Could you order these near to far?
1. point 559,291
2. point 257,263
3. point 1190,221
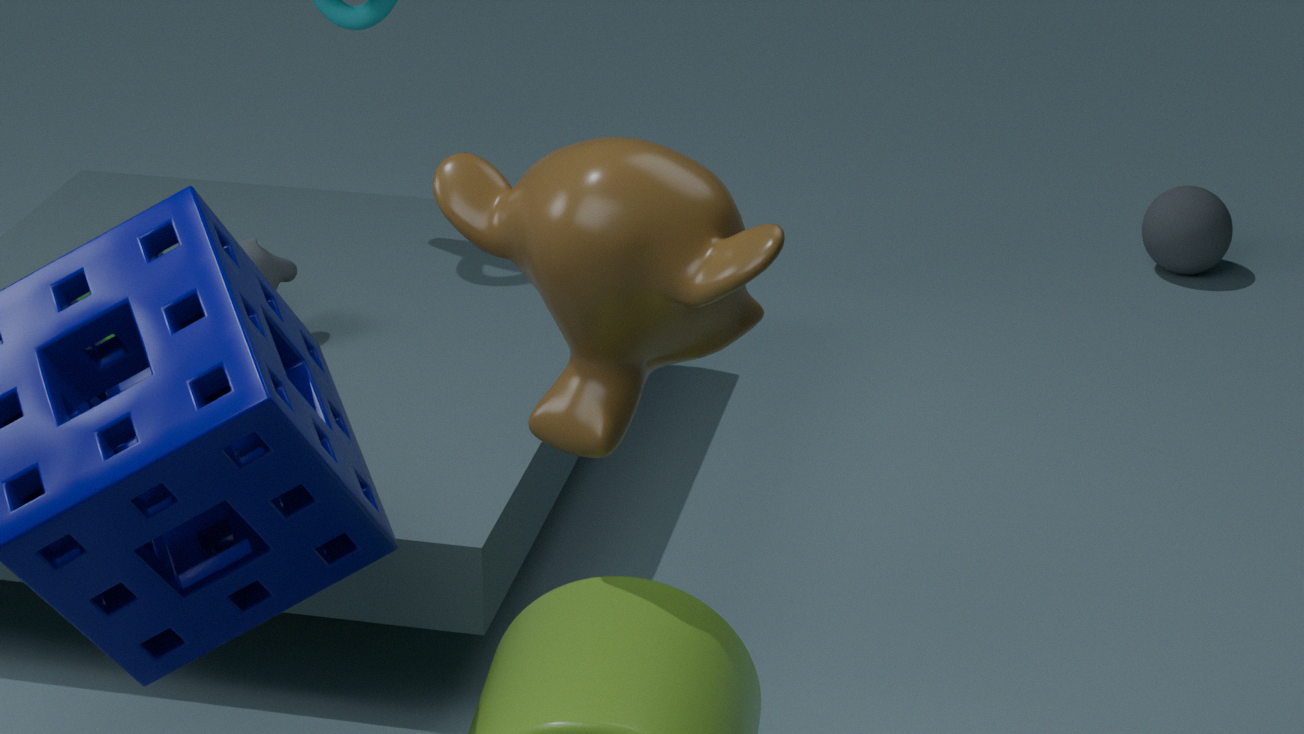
point 559,291 → point 257,263 → point 1190,221
